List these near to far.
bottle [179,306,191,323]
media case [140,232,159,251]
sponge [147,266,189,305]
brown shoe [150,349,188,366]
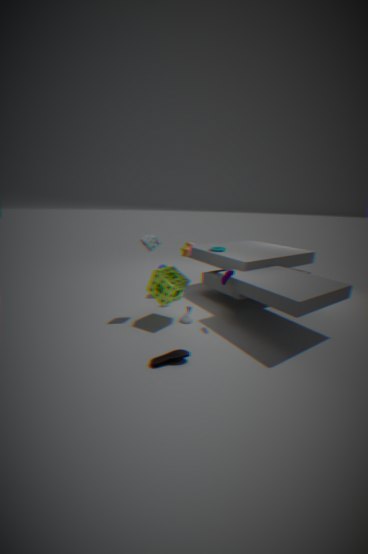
1. brown shoe [150,349,188,366]
2. sponge [147,266,189,305]
3. media case [140,232,159,251]
4. bottle [179,306,191,323]
